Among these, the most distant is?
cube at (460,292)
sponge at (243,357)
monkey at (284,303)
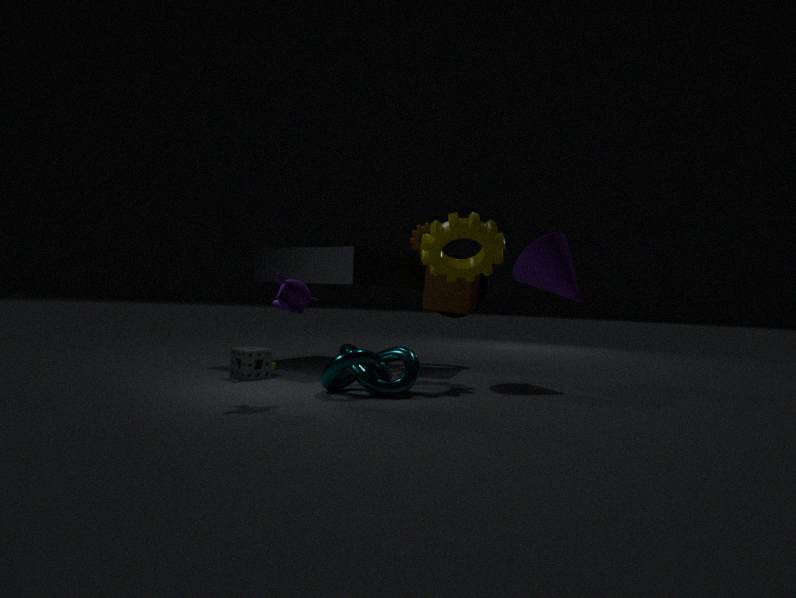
cube at (460,292)
